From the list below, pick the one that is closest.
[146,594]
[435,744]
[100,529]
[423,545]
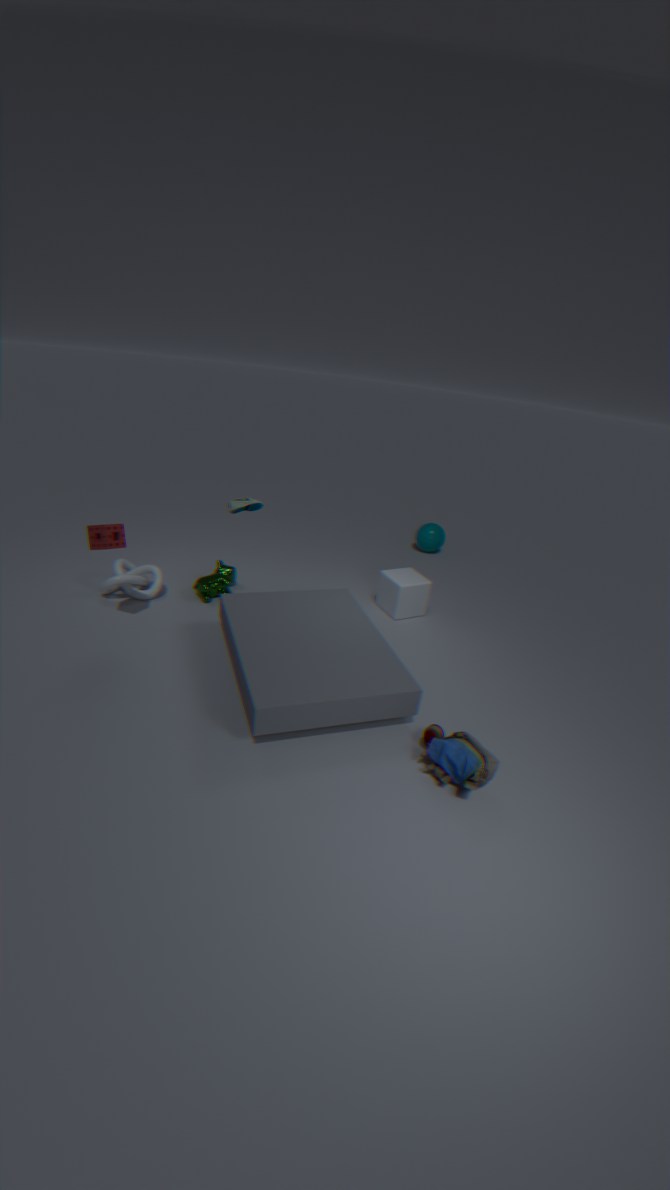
[435,744]
